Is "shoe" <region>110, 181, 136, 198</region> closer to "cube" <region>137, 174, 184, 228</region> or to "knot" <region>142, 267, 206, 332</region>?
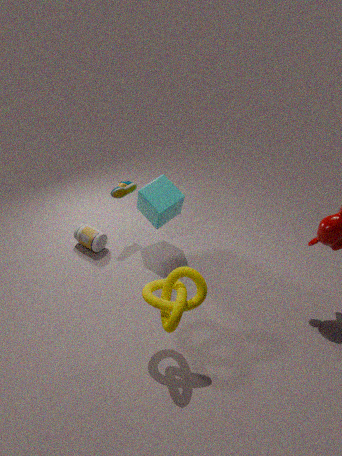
"cube" <region>137, 174, 184, 228</region>
